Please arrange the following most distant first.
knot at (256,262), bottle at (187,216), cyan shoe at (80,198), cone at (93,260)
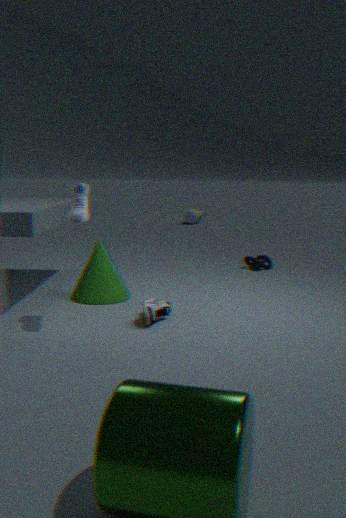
bottle at (187,216), knot at (256,262), cone at (93,260), cyan shoe at (80,198)
